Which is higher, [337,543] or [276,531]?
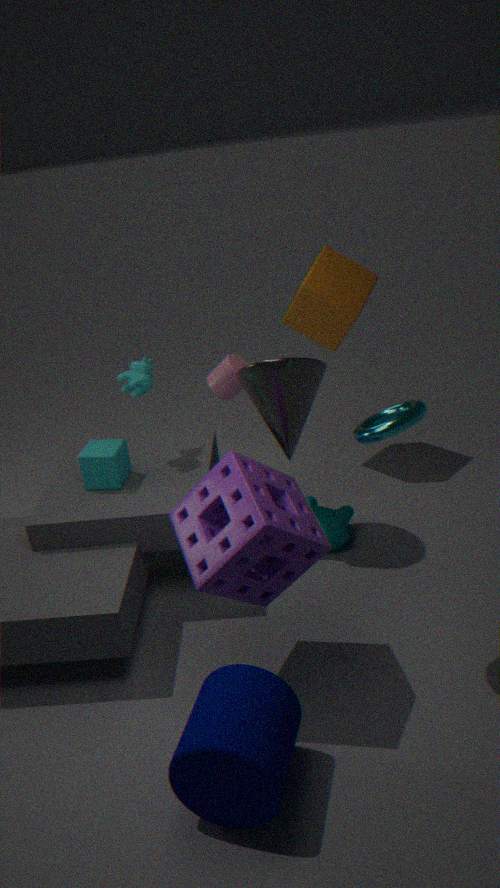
[276,531]
